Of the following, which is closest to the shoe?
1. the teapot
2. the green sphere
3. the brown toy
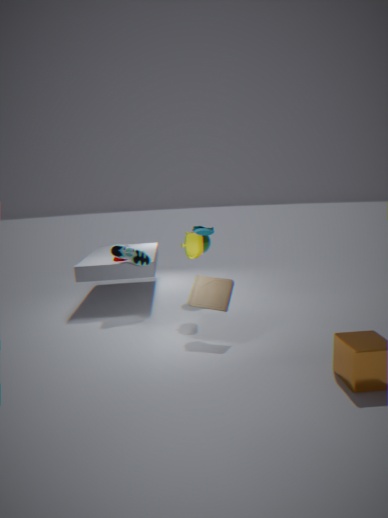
the teapot
